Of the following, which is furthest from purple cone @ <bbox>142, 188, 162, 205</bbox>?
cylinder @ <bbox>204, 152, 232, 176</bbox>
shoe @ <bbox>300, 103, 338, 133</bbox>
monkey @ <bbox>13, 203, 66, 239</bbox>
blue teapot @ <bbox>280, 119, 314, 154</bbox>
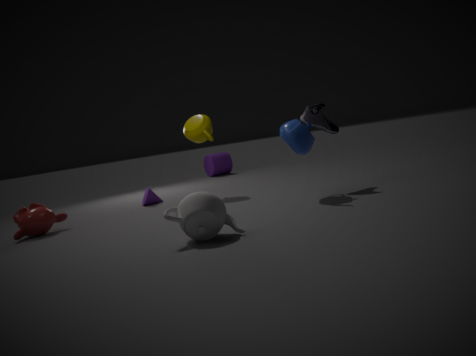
cylinder @ <bbox>204, 152, 232, 176</bbox>
